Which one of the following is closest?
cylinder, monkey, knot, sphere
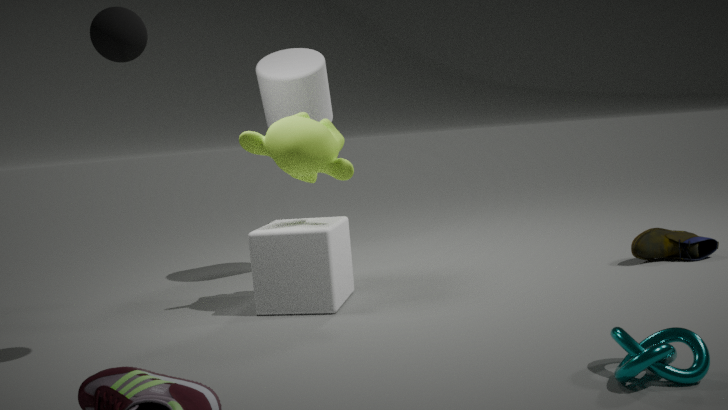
knot
